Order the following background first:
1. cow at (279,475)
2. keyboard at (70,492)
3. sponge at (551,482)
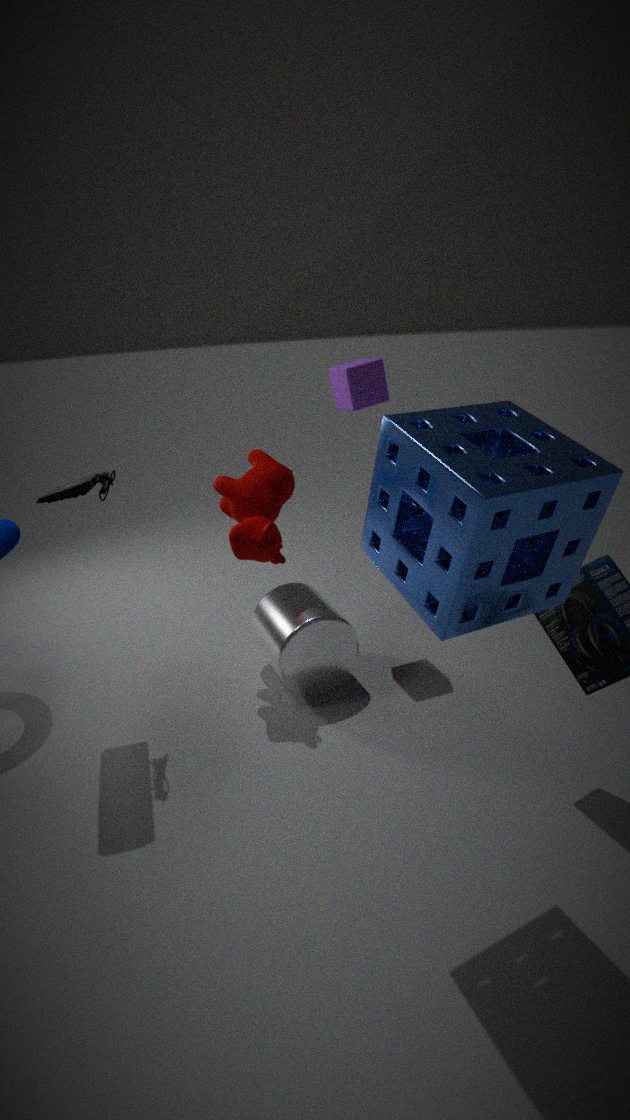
1. cow at (279,475)
2. keyboard at (70,492)
3. sponge at (551,482)
